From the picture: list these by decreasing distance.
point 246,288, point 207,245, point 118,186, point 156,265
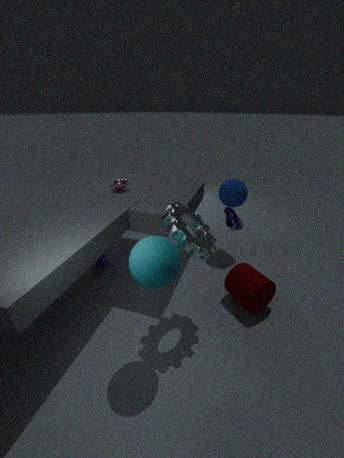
point 118,186 → point 246,288 → point 207,245 → point 156,265
